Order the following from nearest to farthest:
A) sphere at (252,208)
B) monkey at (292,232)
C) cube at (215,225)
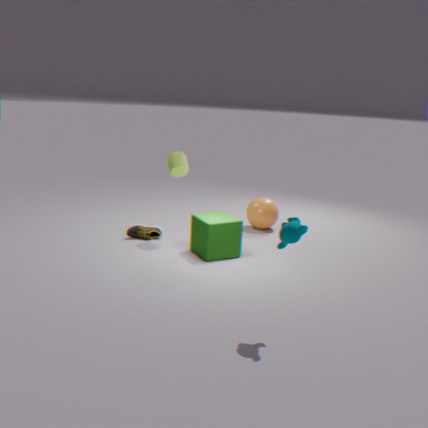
monkey at (292,232) → cube at (215,225) → sphere at (252,208)
